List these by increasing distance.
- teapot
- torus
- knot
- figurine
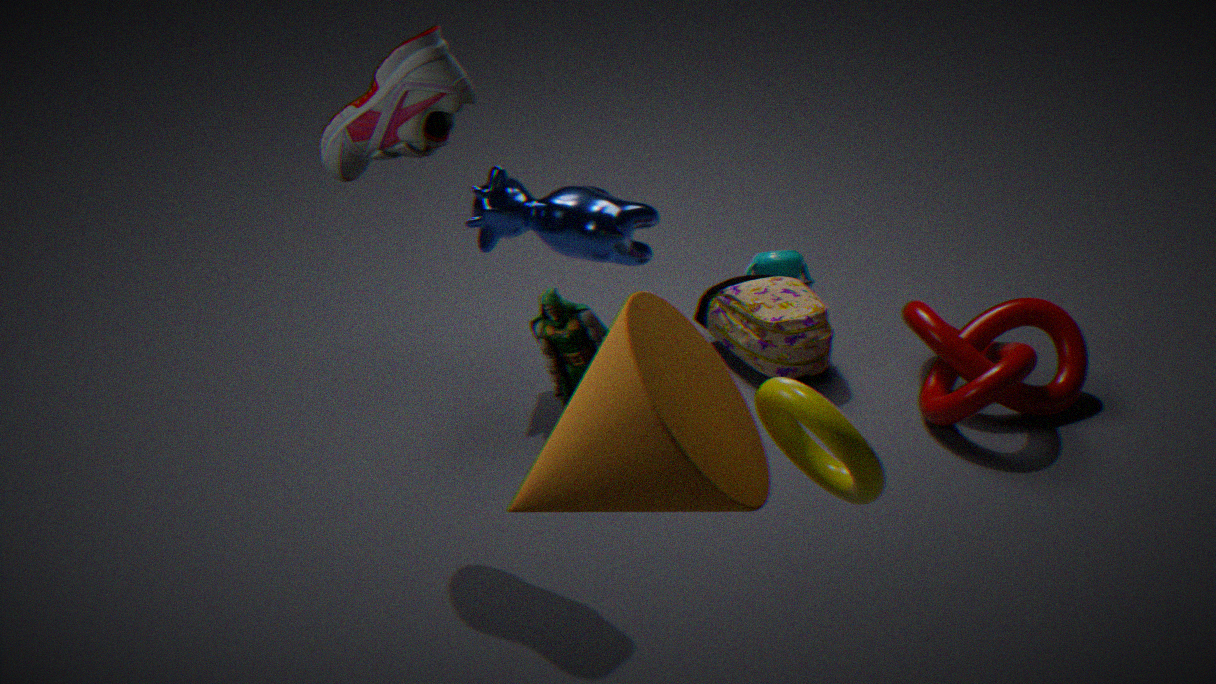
torus, figurine, knot, teapot
